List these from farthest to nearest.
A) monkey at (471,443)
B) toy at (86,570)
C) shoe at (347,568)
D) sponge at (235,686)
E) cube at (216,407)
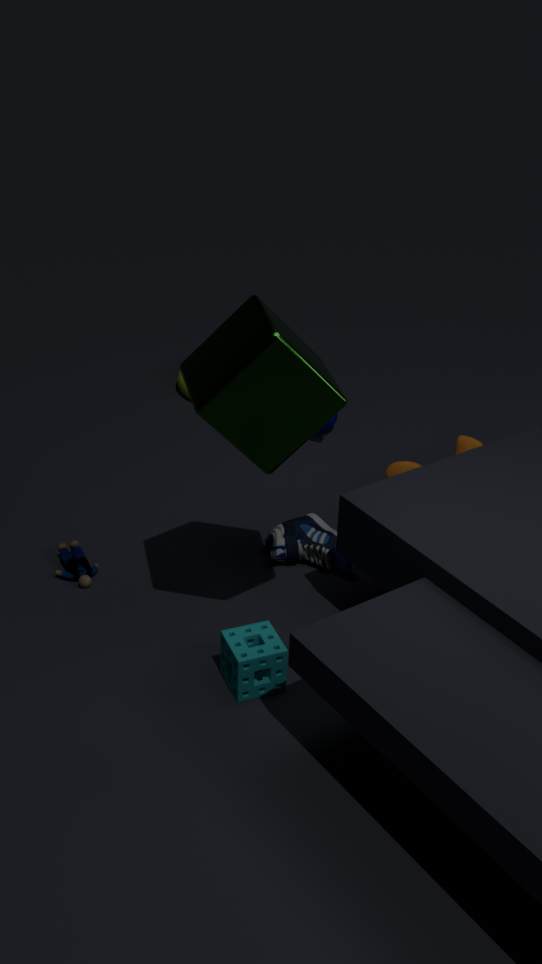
A. monkey at (471,443)
C. shoe at (347,568)
B. toy at (86,570)
D. sponge at (235,686)
E. cube at (216,407)
